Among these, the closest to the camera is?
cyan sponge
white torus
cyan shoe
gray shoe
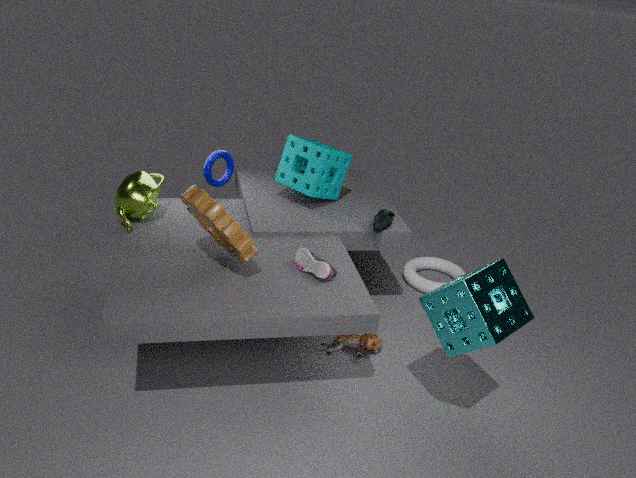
cyan sponge
